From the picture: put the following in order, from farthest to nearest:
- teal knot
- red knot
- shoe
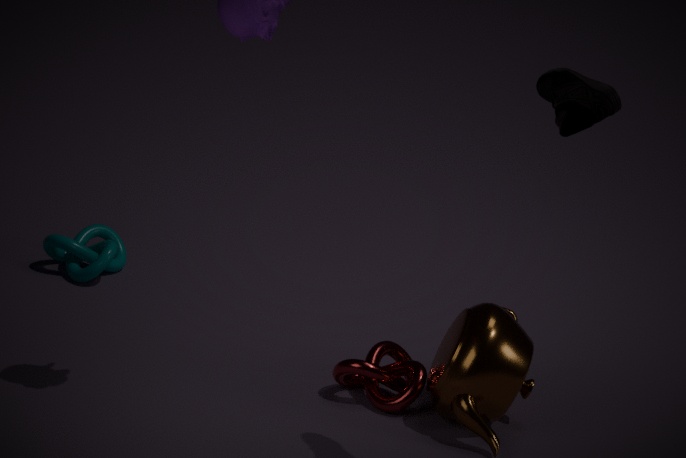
1. teal knot
2. red knot
3. shoe
